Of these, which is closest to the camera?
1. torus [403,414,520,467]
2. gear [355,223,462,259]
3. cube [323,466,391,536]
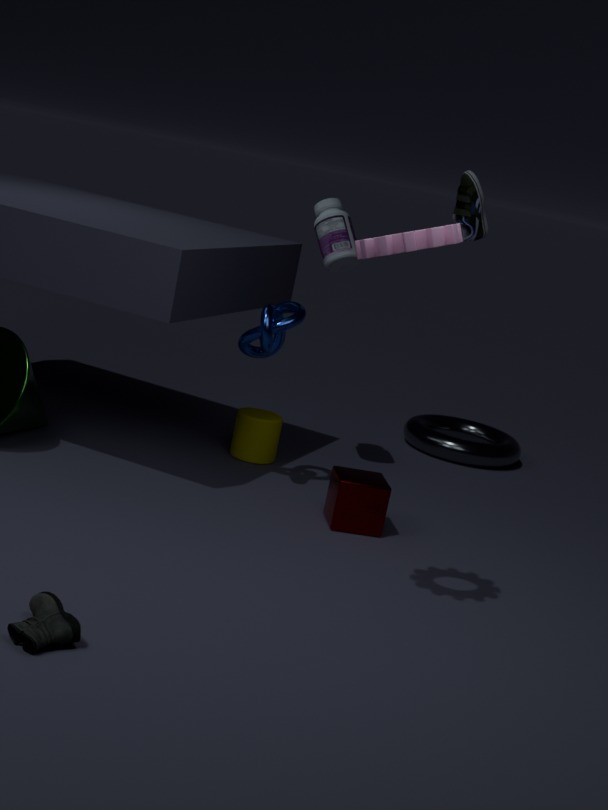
gear [355,223,462,259]
